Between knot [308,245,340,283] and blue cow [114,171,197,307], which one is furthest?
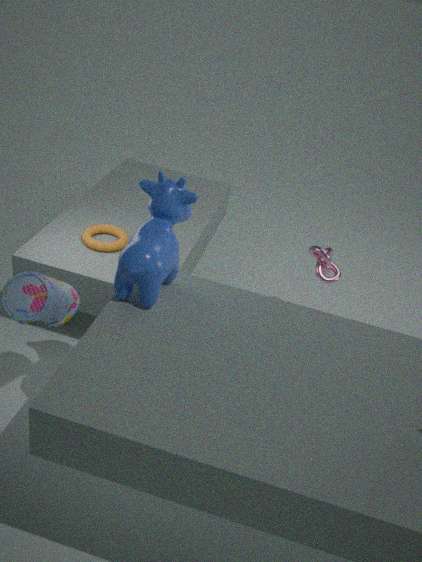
knot [308,245,340,283]
